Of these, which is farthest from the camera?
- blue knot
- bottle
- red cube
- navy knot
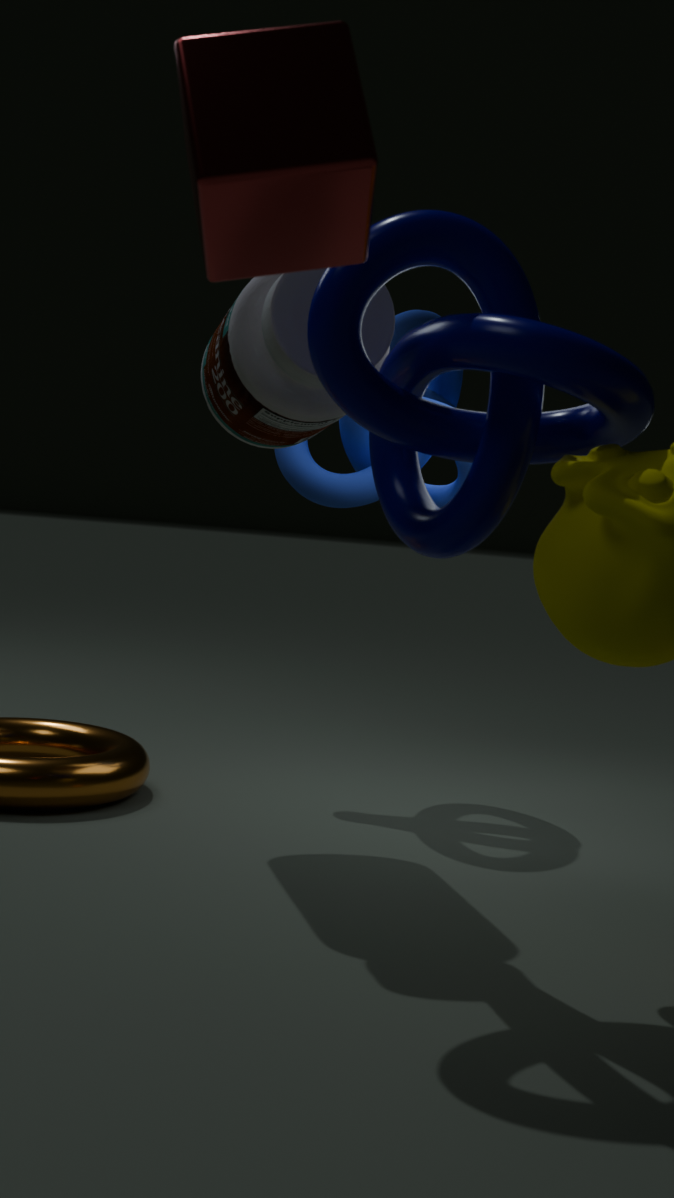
blue knot
